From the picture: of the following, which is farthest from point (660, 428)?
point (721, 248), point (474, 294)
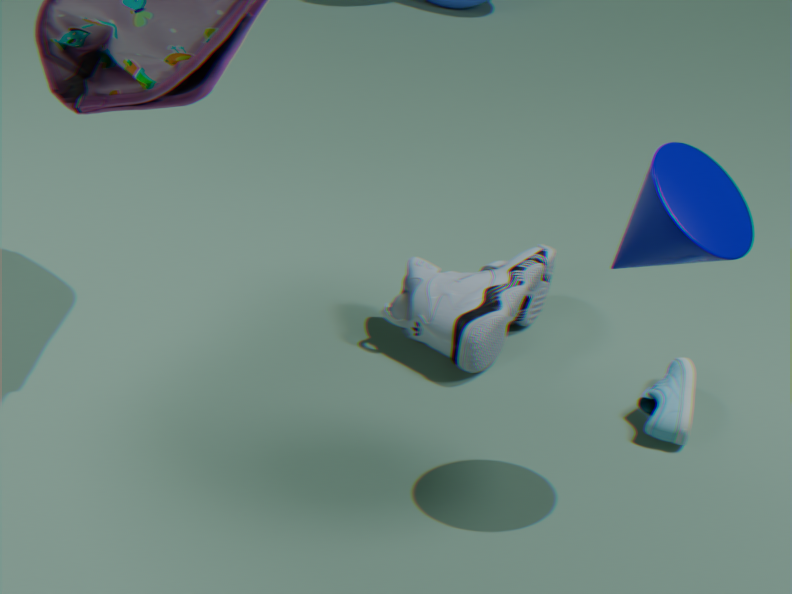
point (721, 248)
